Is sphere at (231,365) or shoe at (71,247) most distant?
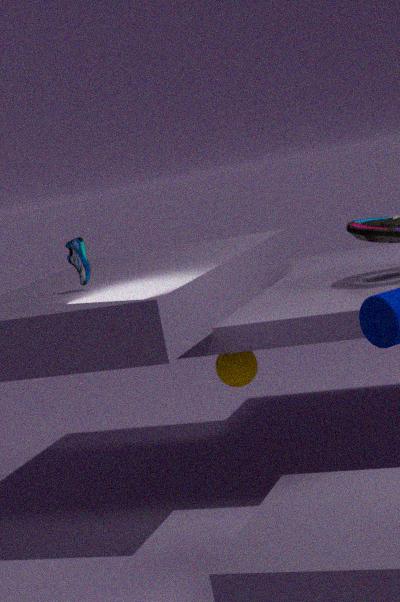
sphere at (231,365)
